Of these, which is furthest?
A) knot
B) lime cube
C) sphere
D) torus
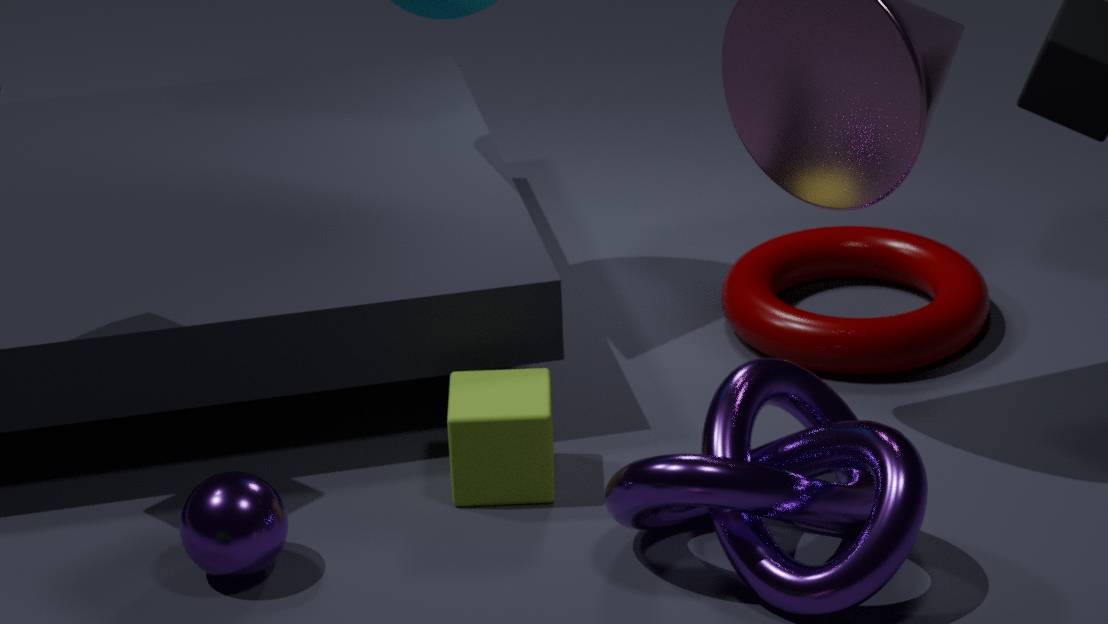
torus
